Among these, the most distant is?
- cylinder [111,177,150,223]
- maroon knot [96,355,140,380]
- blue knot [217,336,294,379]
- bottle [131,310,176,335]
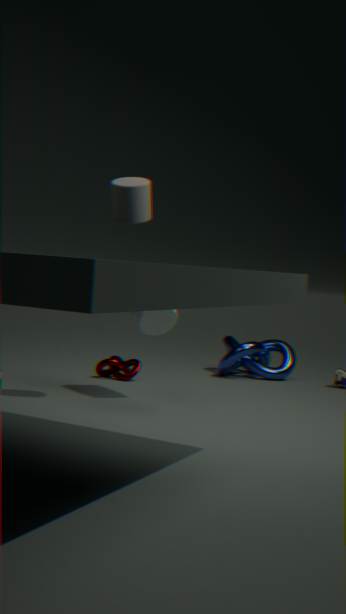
blue knot [217,336,294,379]
